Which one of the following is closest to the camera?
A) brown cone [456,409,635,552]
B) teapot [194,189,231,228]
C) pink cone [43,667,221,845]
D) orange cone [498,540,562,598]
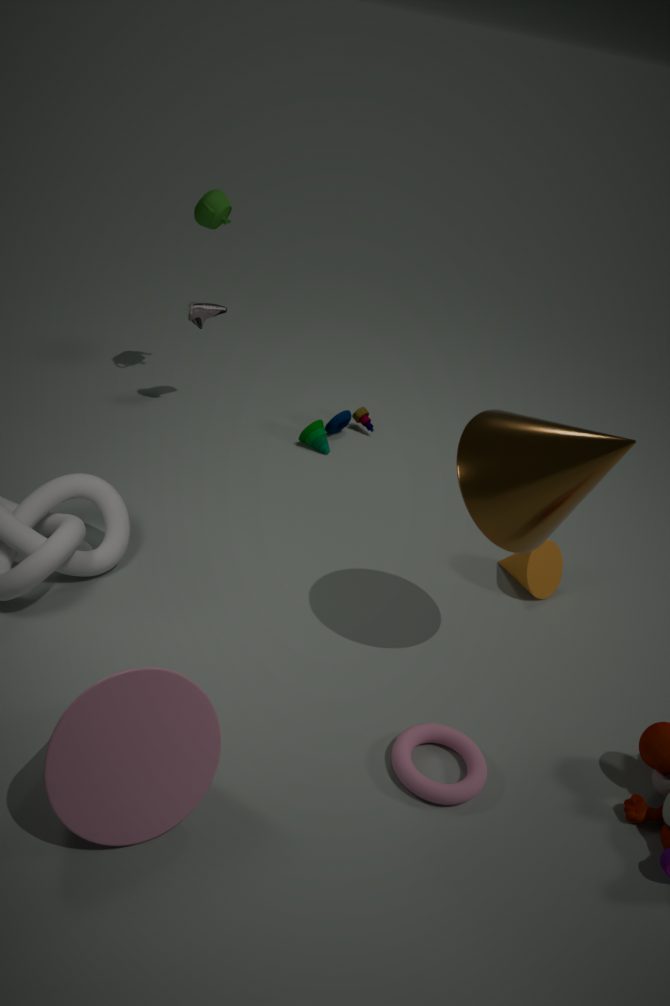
pink cone [43,667,221,845]
